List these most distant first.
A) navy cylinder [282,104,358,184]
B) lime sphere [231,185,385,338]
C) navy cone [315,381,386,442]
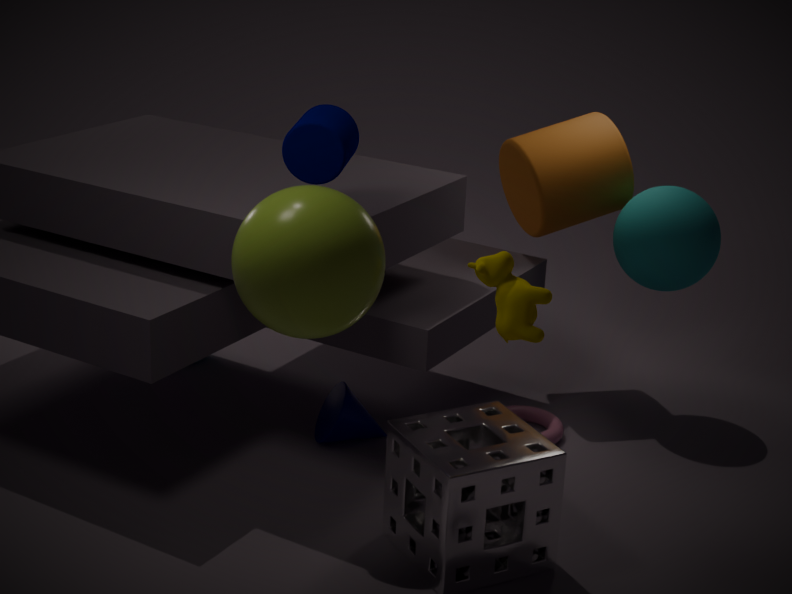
navy cone [315,381,386,442]
navy cylinder [282,104,358,184]
lime sphere [231,185,385,338]
